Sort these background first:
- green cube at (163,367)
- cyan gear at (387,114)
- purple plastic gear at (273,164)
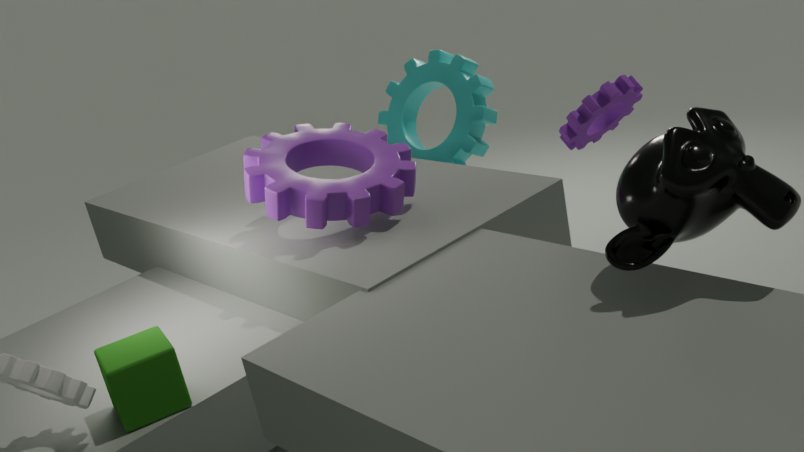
cyan gear at (387,114)
purple plastic gear at (273,164)
green cube at (163,367)
